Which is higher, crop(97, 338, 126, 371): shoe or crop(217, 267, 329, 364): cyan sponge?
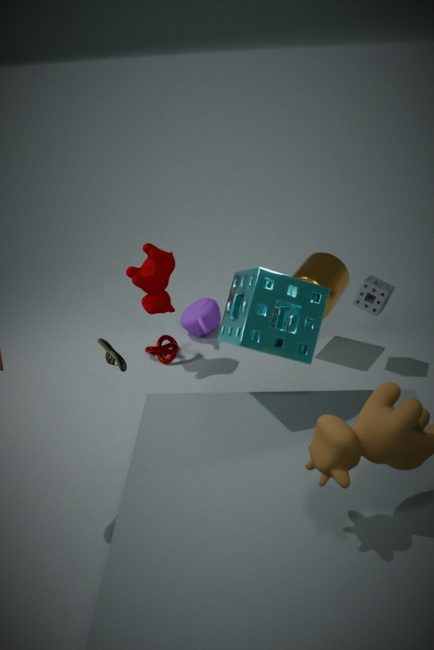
crop(217, 267, 329, 364): cyan sponge
